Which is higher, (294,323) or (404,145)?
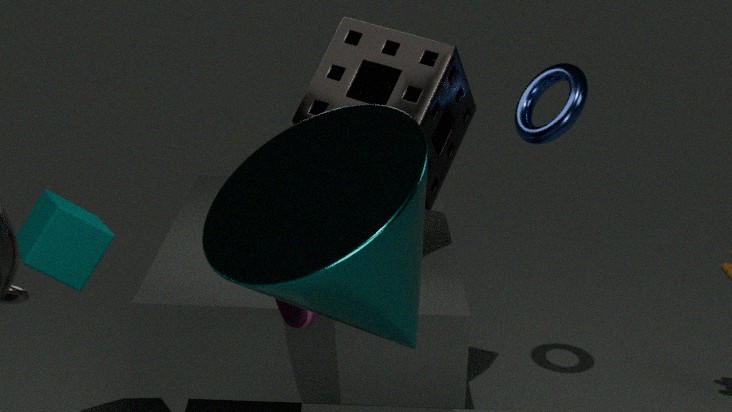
(404,145)
